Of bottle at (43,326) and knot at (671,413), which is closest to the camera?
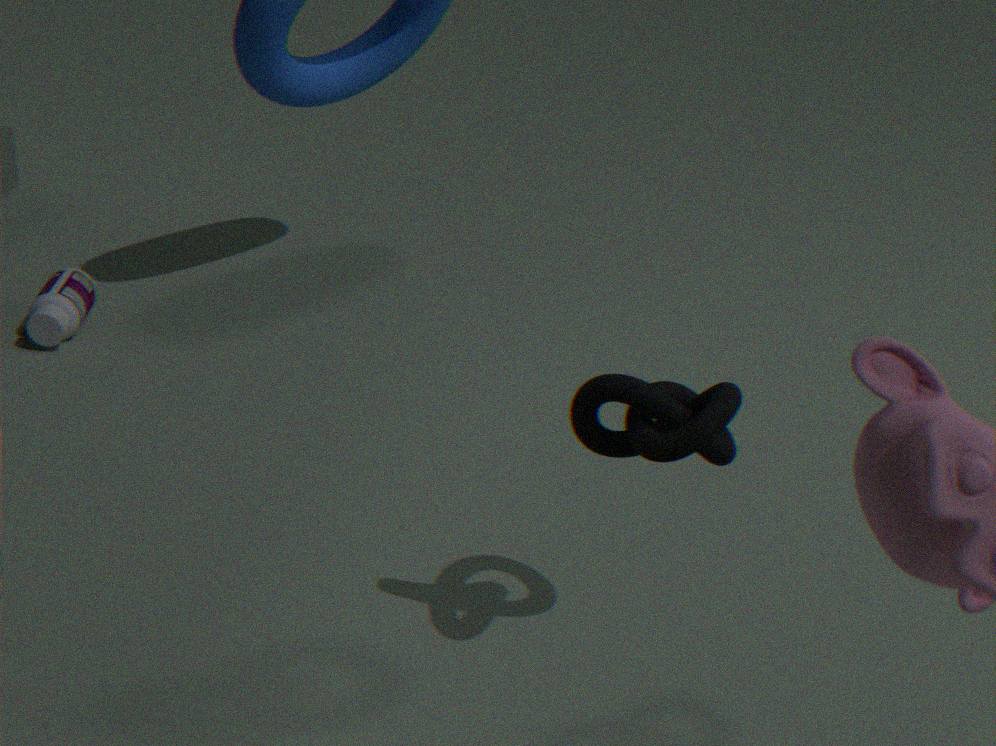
knot at (671,413)
